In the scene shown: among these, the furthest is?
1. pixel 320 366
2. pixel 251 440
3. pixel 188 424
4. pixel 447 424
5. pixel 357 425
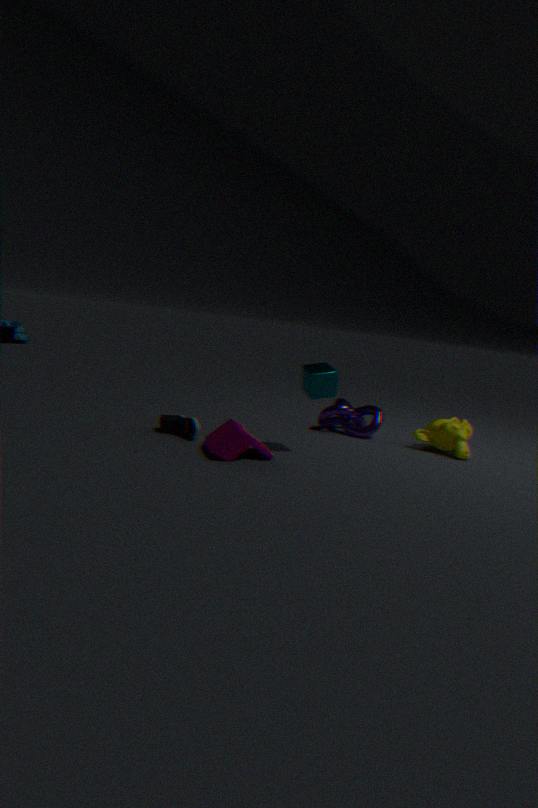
pixel 357 425
